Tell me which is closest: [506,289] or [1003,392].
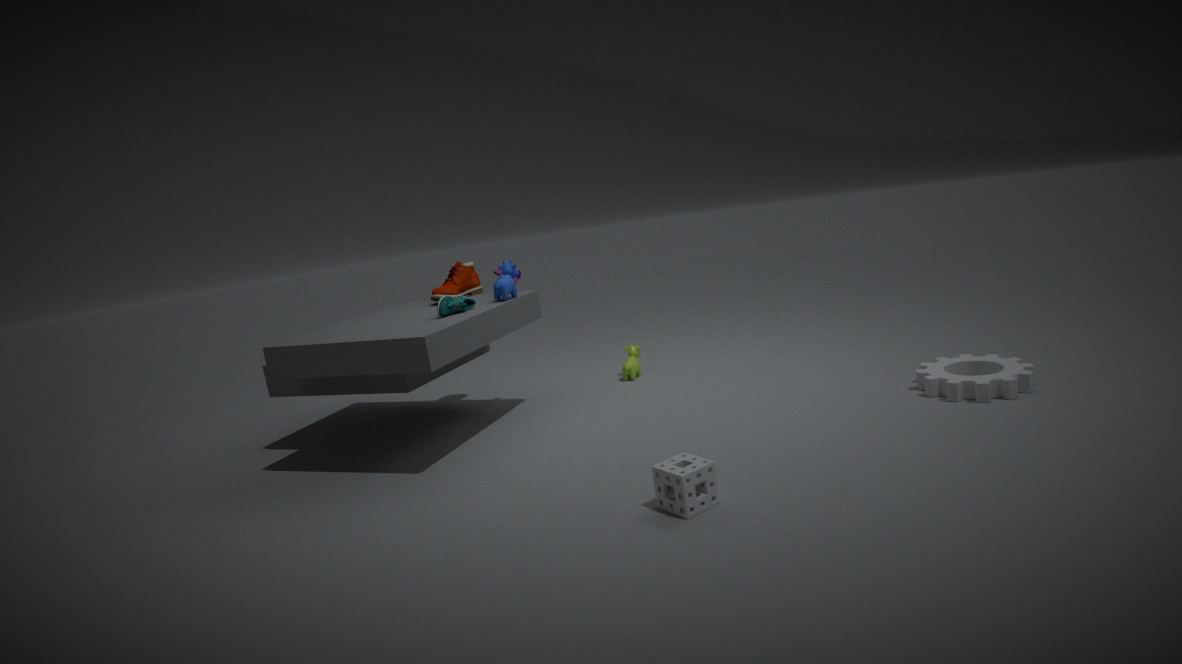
[1003,392]
